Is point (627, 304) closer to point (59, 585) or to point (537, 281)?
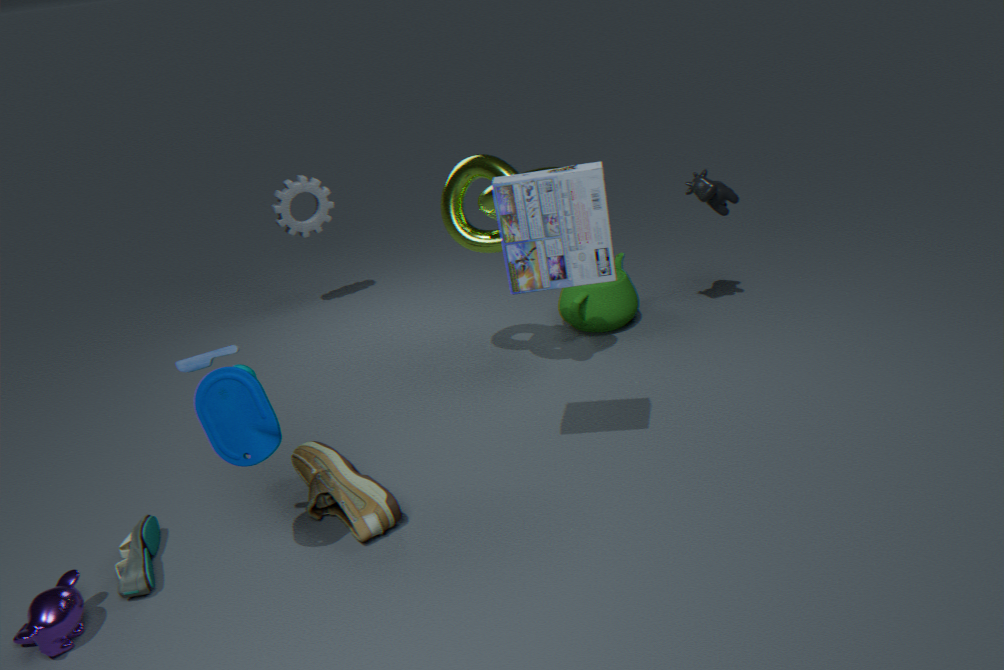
point (537, 281)
